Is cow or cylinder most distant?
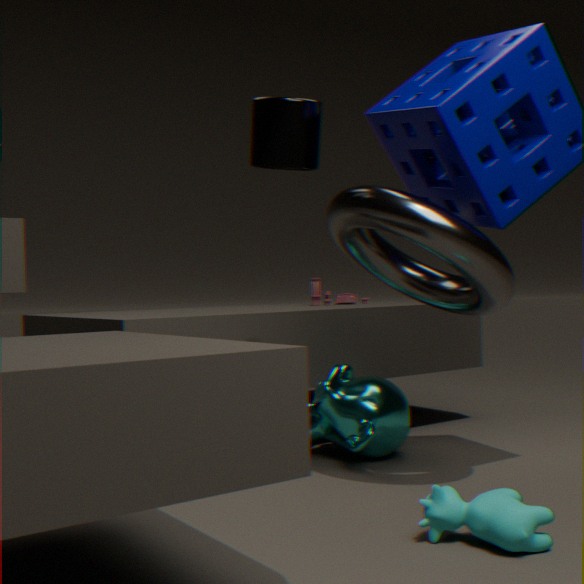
cylinder
